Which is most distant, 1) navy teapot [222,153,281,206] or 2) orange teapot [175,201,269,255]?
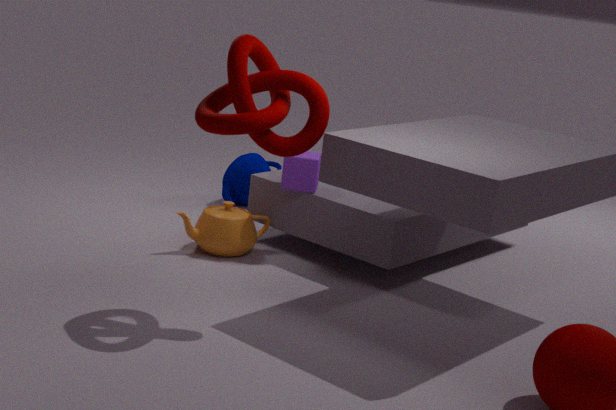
1. navy teapot [222,153,281,206]
